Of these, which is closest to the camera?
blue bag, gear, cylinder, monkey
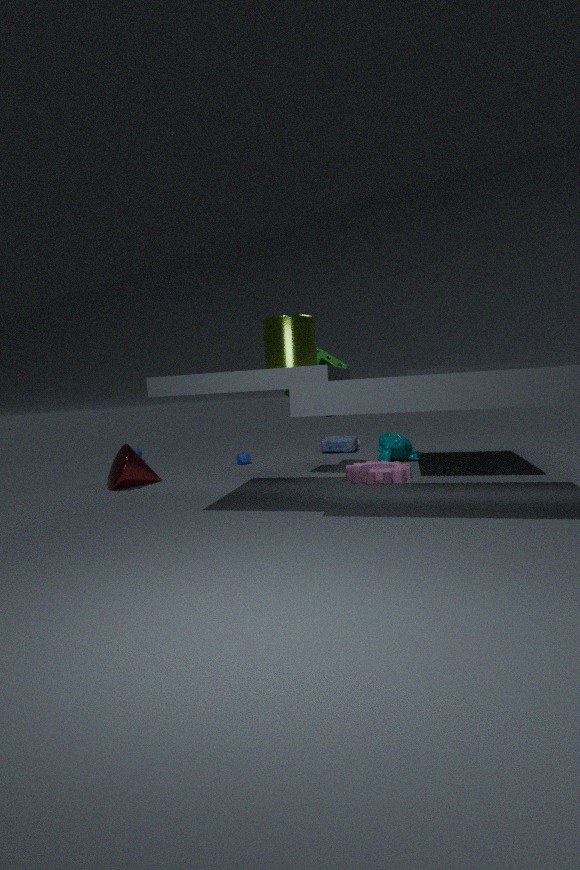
cylinder
